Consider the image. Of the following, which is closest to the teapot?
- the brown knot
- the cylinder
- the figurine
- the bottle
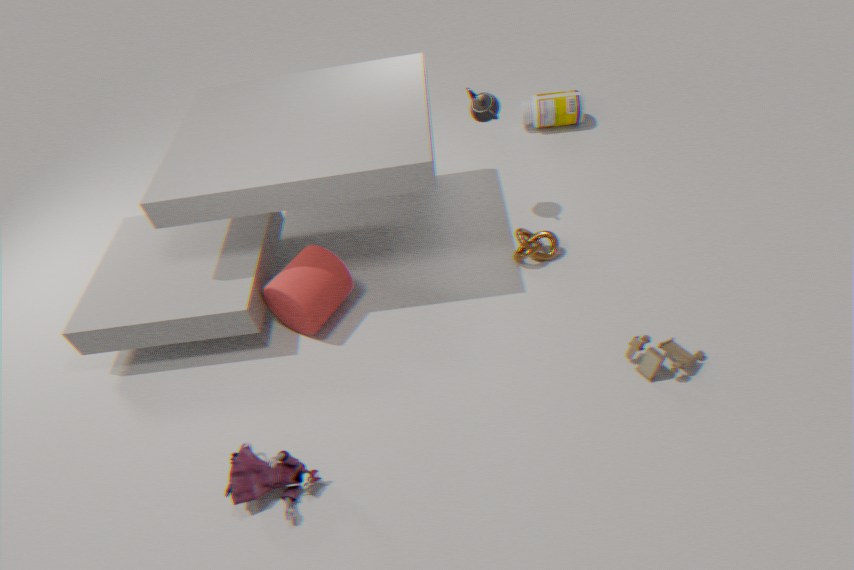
the brown knot
